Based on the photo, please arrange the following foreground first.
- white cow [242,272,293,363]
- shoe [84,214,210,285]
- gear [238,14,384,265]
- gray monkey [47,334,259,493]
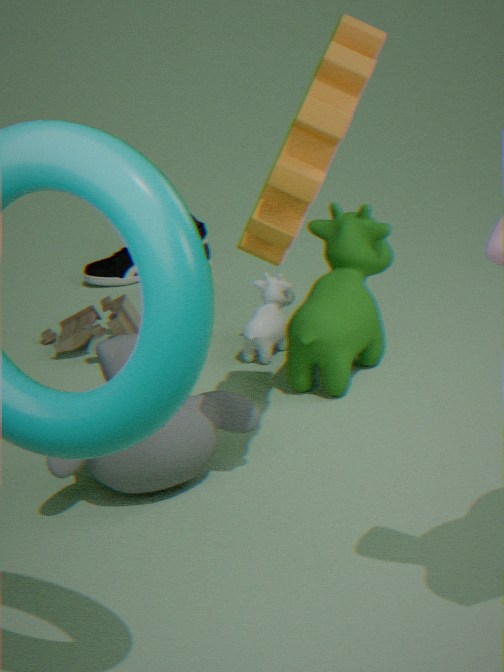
gear [238,14,384,265] → gray monkey [47,334,259,493] → white cow [242,272,293,363] → shoe [84,214,210,285]
